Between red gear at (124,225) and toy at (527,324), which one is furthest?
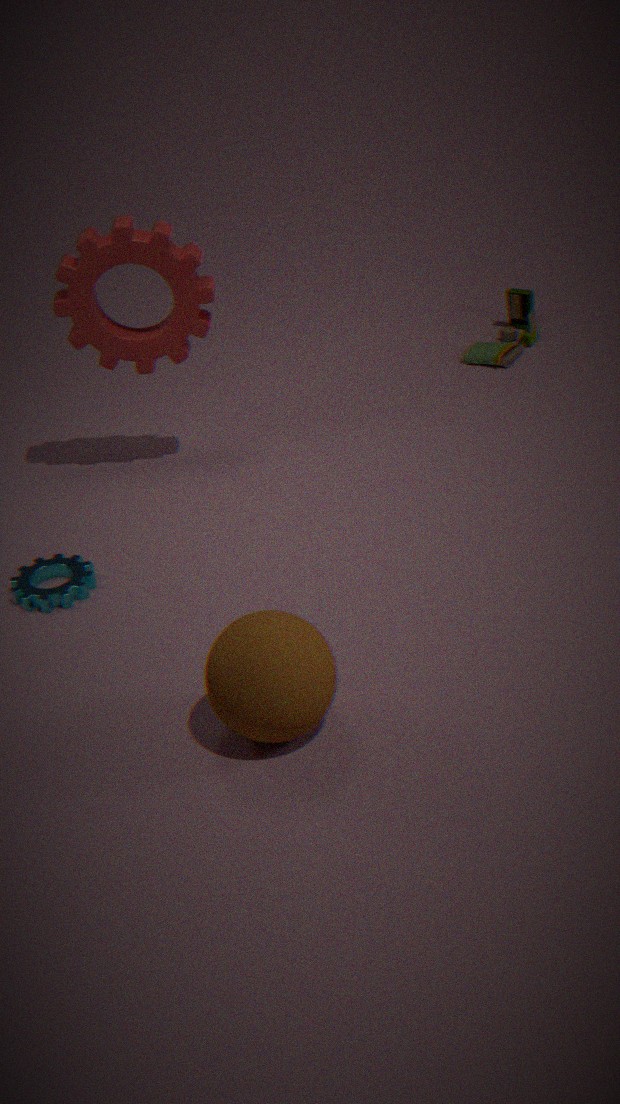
toy at (527,324)
